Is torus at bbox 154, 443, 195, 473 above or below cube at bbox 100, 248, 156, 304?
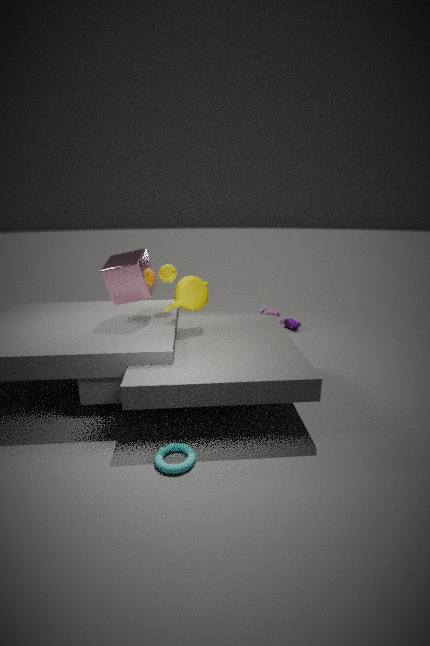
below
